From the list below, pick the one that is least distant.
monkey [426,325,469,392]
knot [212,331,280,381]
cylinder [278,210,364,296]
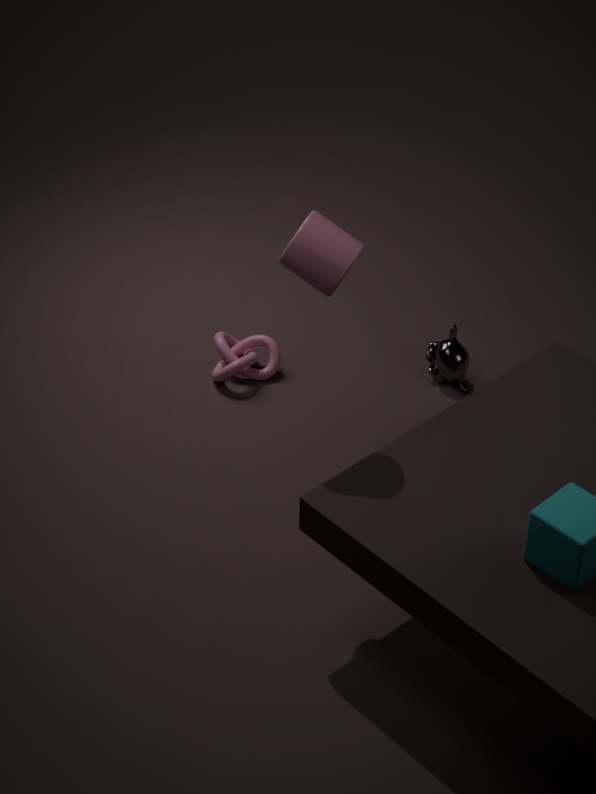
cylinder [278,210,364,296]
